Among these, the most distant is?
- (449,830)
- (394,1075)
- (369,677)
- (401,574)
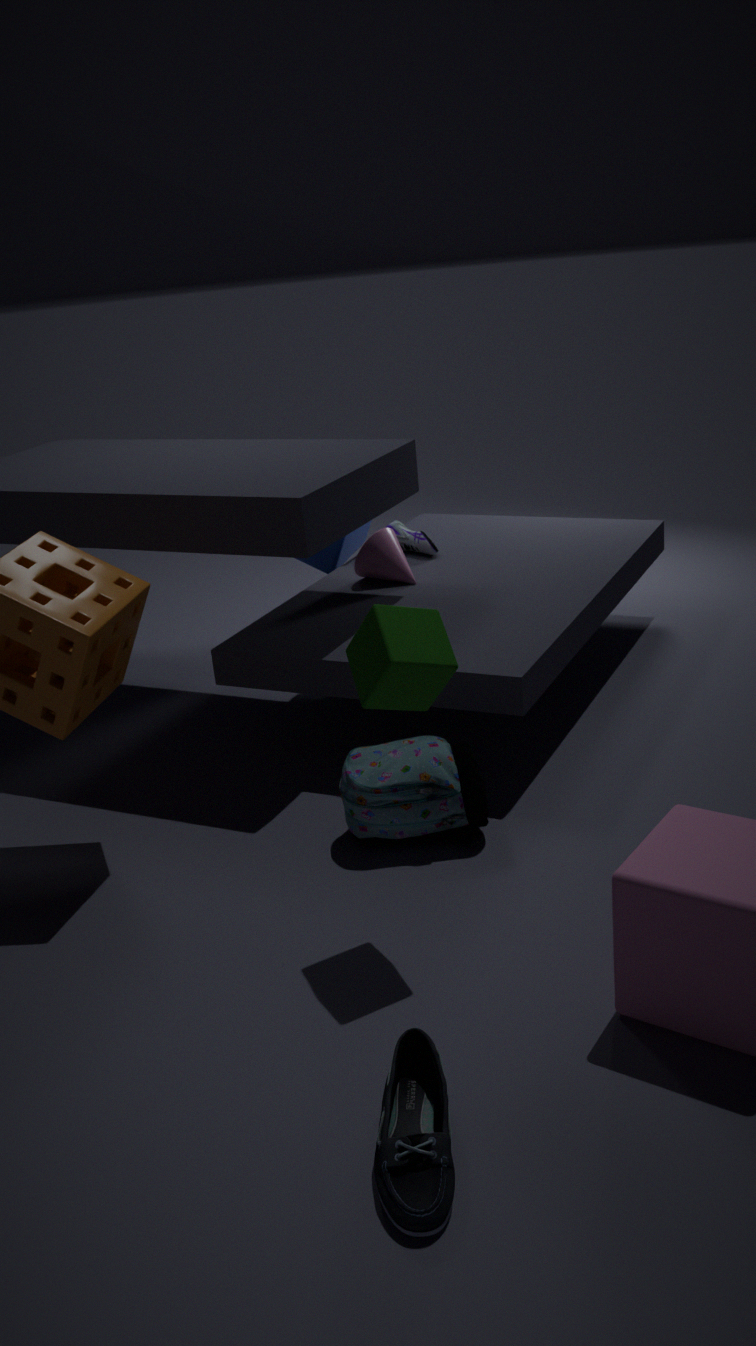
(401,574)
